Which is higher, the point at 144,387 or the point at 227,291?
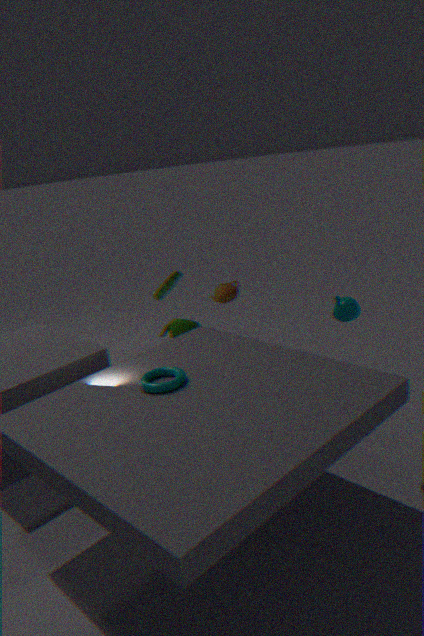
the point at 227,291
